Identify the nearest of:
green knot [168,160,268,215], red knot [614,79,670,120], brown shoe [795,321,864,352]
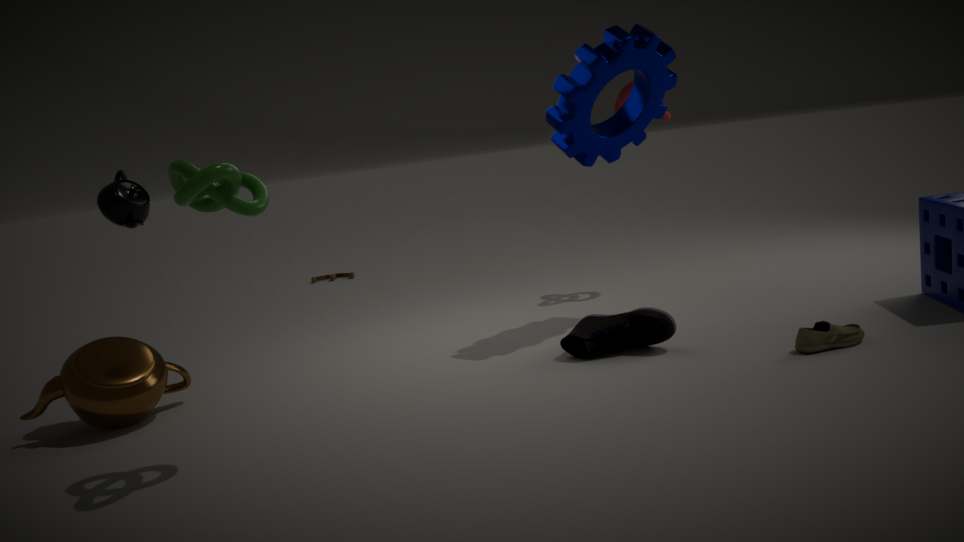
green knot [168,160,268,215]
